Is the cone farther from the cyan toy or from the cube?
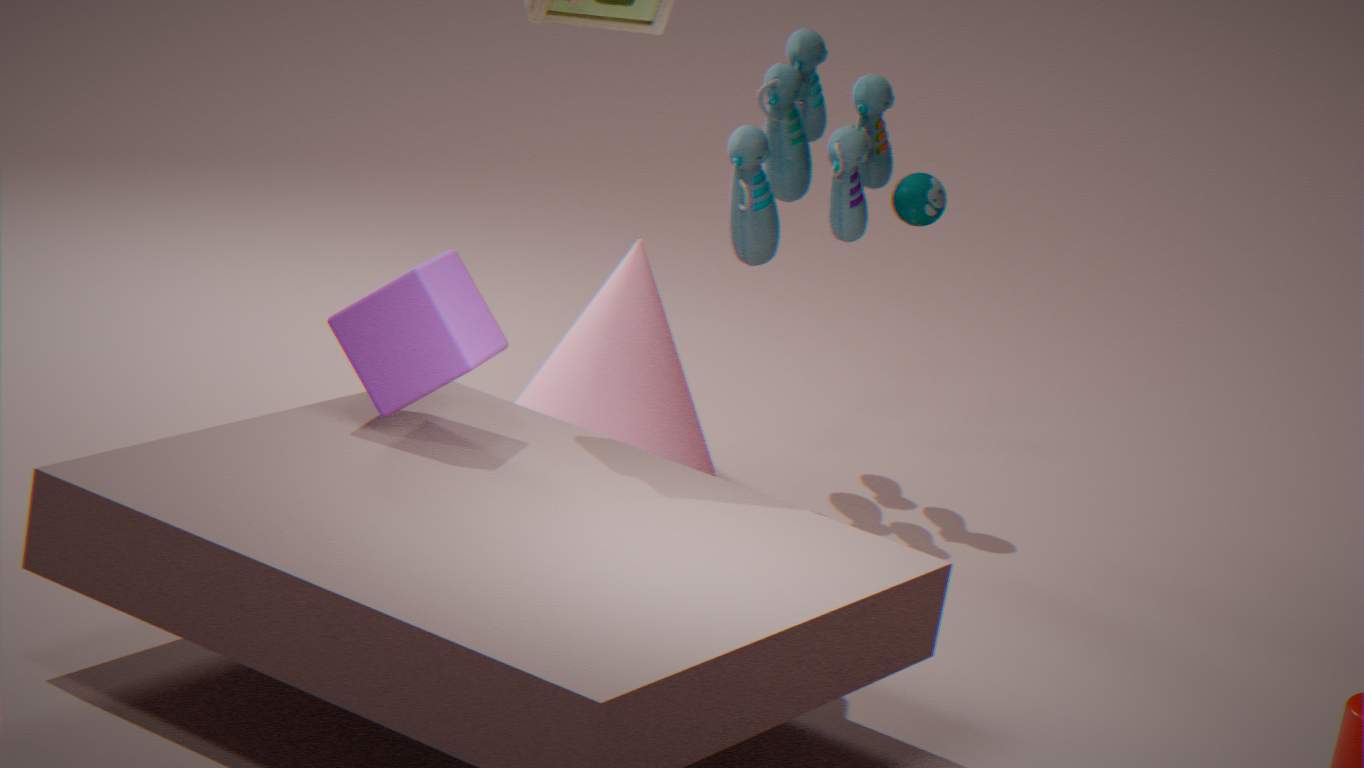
the cube
